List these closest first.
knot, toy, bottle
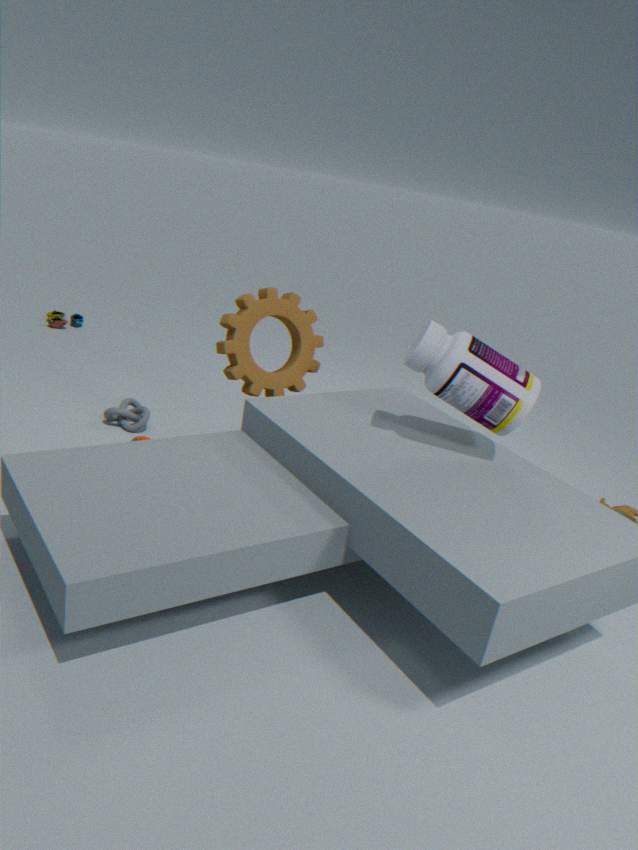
bottle → knot → toy
